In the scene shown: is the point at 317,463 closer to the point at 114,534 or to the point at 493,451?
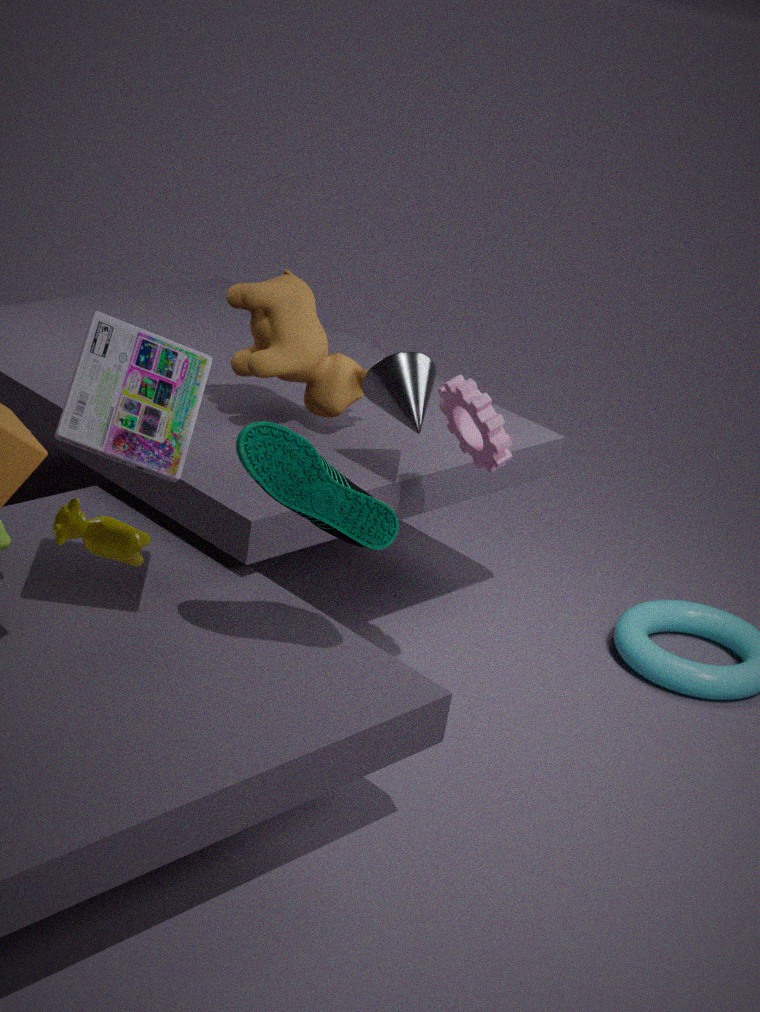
the point at 114,534
